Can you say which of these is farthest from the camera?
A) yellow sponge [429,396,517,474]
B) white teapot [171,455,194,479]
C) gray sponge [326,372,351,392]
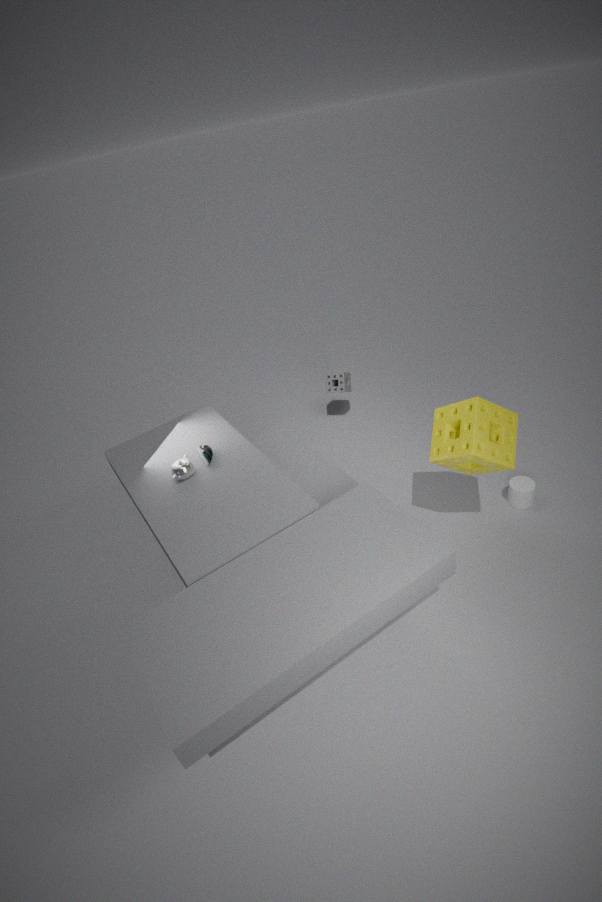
gray sponge [326,372,351,392]
